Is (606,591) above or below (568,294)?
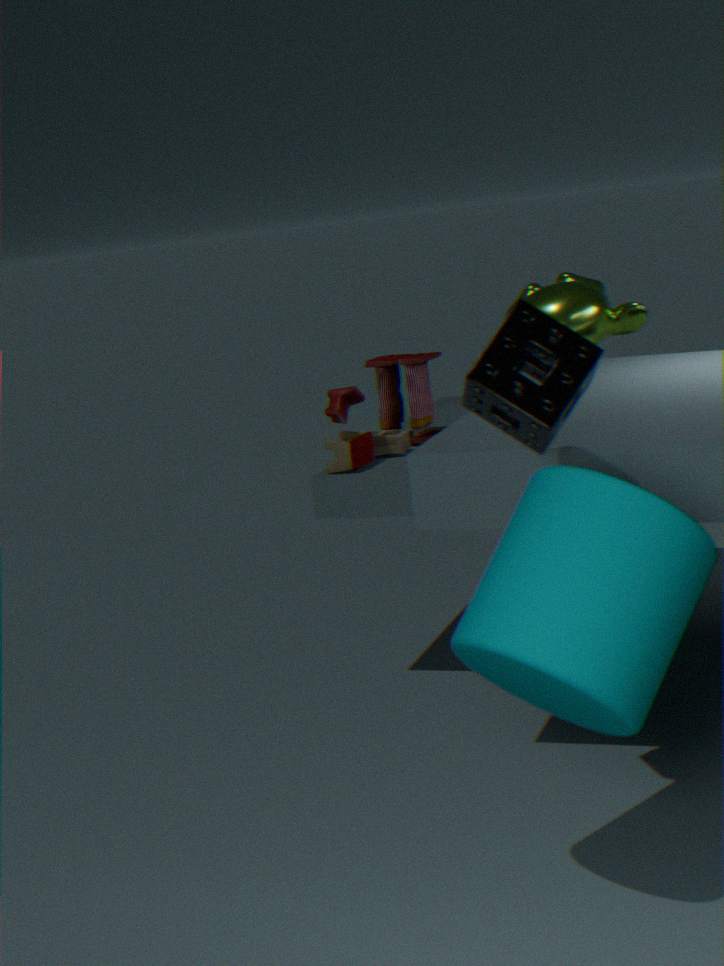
below
